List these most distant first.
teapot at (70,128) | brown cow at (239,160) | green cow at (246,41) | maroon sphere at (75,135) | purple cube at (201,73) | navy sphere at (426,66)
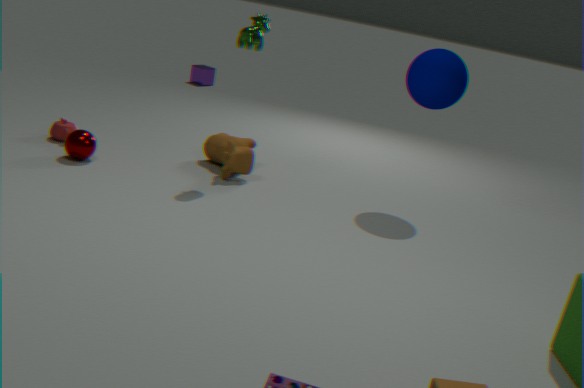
1. purple cube at (201,73)
2. teapot at (70,128)
3. brown cow at (239,160)
4. maroon sphere at (75,135)
5. navy sphere at (426,66)
6. green cow at (246,41)
